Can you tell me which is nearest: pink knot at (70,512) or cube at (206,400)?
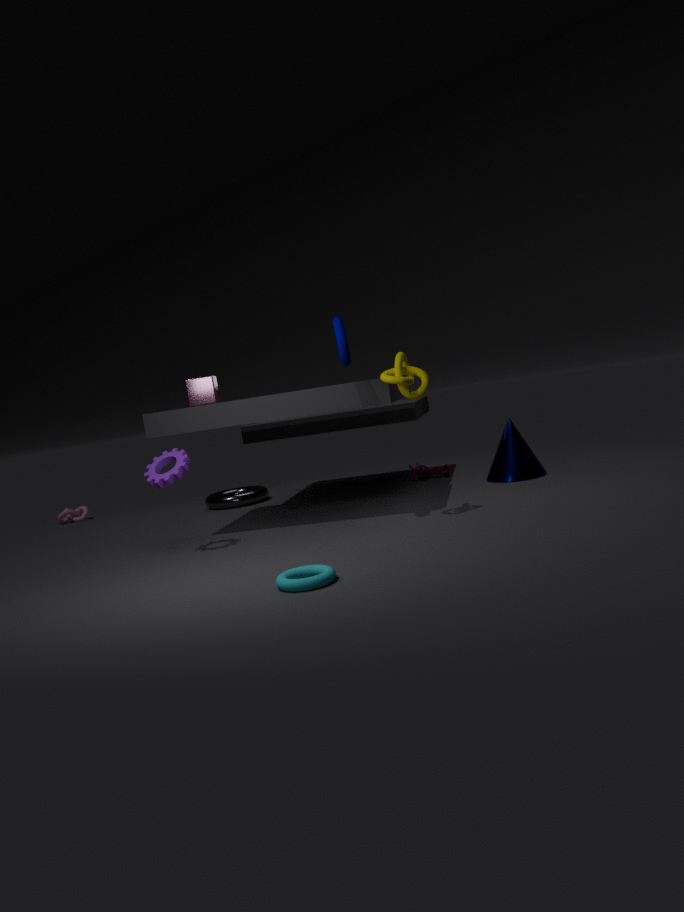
cube at (206,400)
